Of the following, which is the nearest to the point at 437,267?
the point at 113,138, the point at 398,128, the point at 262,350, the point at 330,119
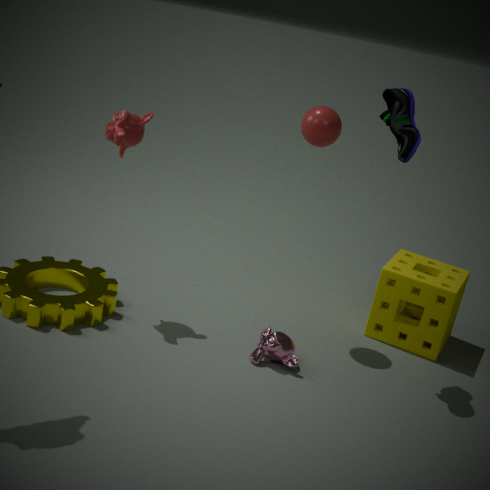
the point at 262,350
